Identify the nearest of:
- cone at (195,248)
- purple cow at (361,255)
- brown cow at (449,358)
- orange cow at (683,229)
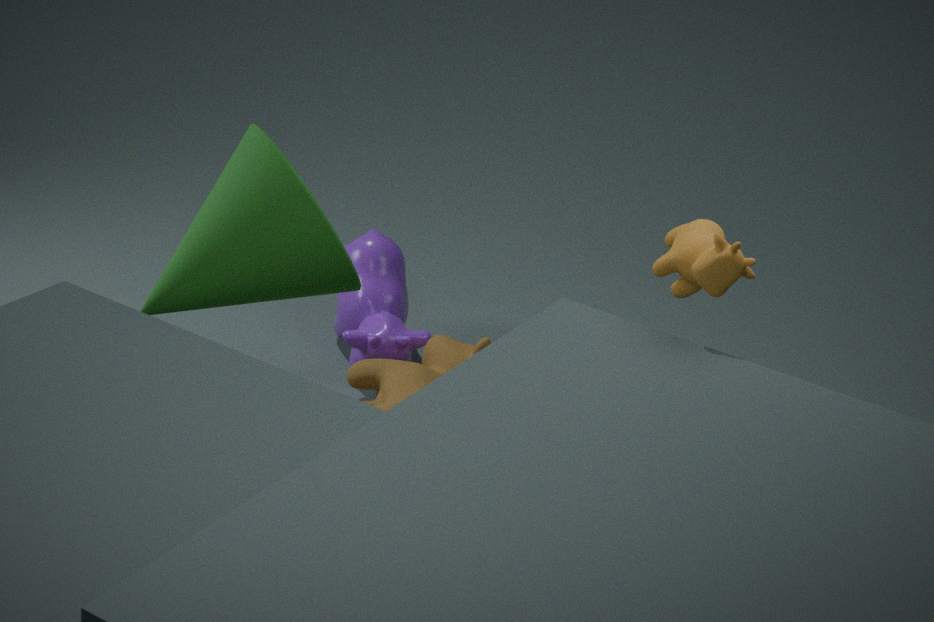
orange cow at (683,229)
